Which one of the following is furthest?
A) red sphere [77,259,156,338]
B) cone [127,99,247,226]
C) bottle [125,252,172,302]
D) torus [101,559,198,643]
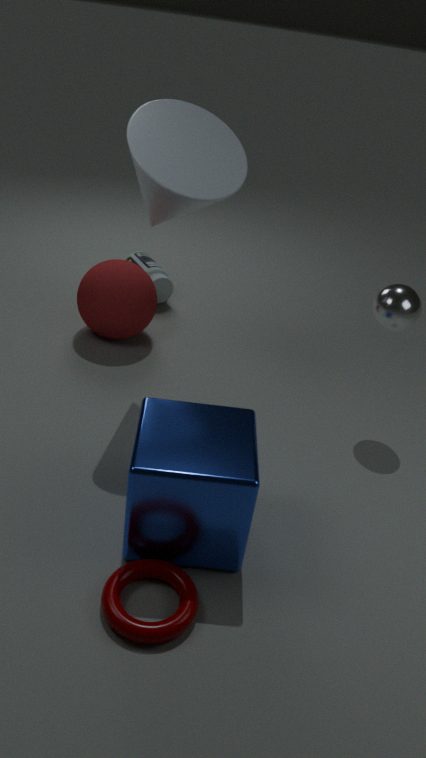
bottle [125,252,172,302]
